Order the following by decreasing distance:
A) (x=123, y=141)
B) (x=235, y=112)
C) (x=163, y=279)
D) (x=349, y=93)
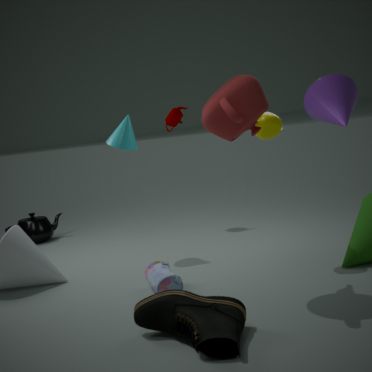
(x=349, y=93), (x=123, y=141), (x=163, y=279), (x=235, y=112)
